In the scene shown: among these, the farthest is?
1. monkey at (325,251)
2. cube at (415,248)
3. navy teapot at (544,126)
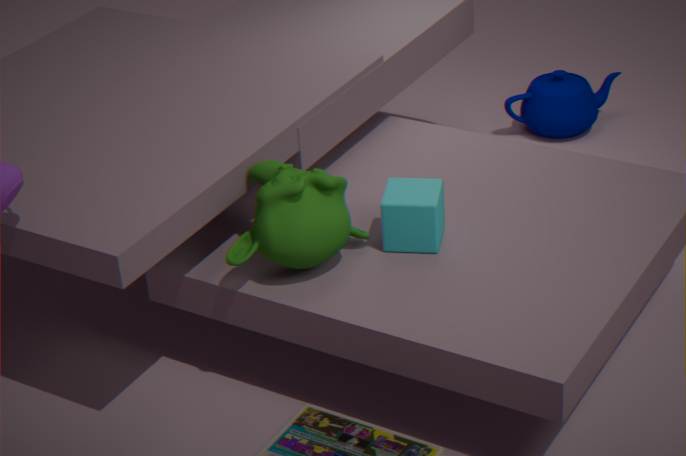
navy teapot at (544,126)
